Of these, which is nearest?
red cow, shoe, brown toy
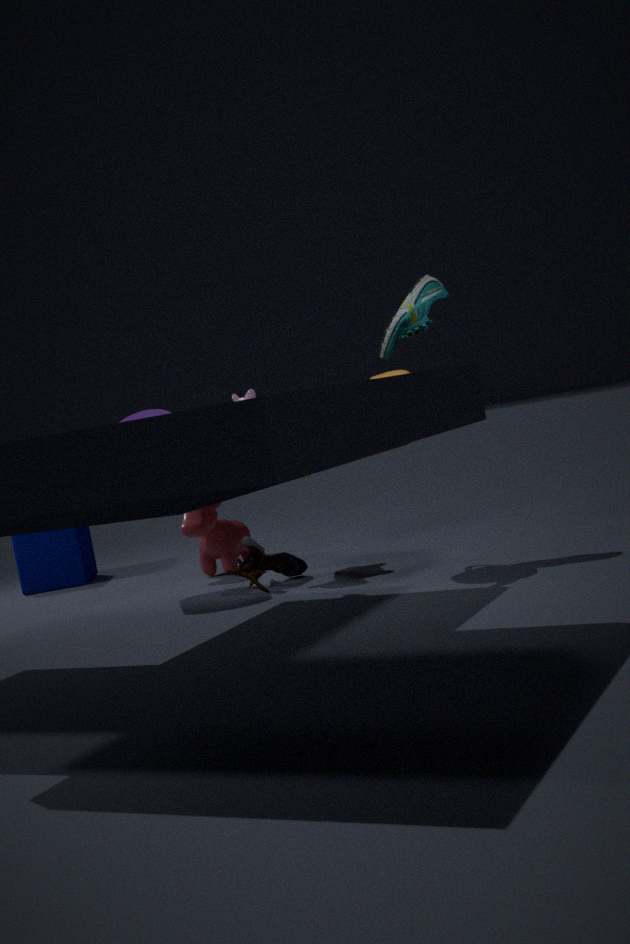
shoe
